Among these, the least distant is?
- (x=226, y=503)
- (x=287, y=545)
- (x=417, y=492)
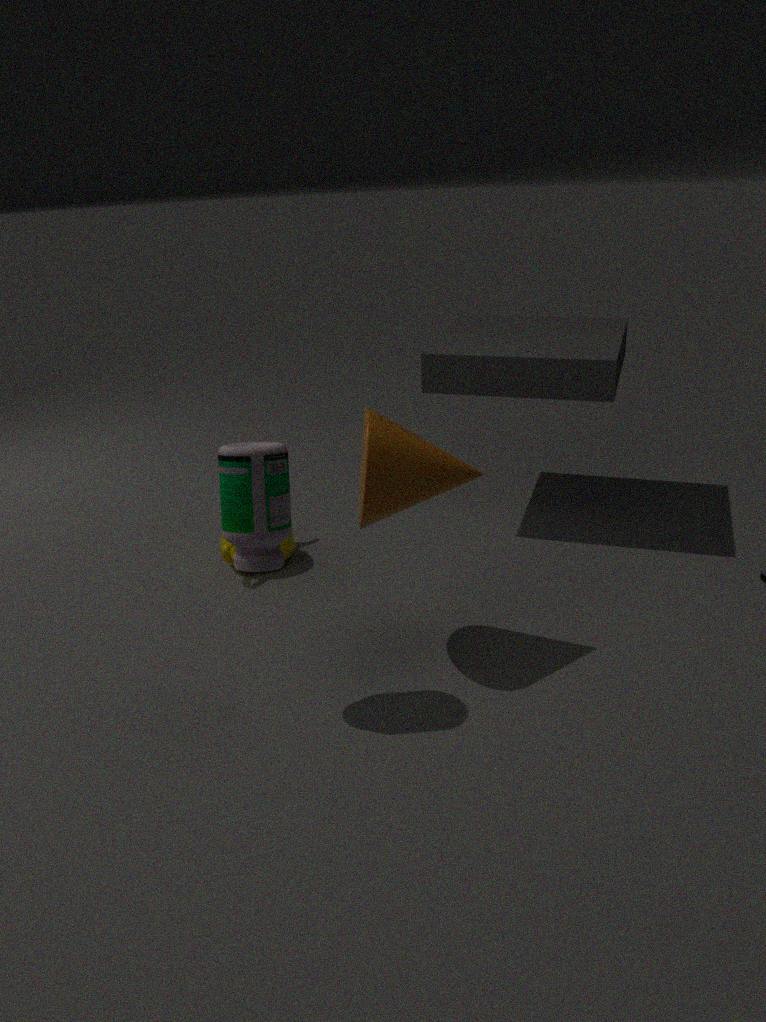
(x=226, y=503)
